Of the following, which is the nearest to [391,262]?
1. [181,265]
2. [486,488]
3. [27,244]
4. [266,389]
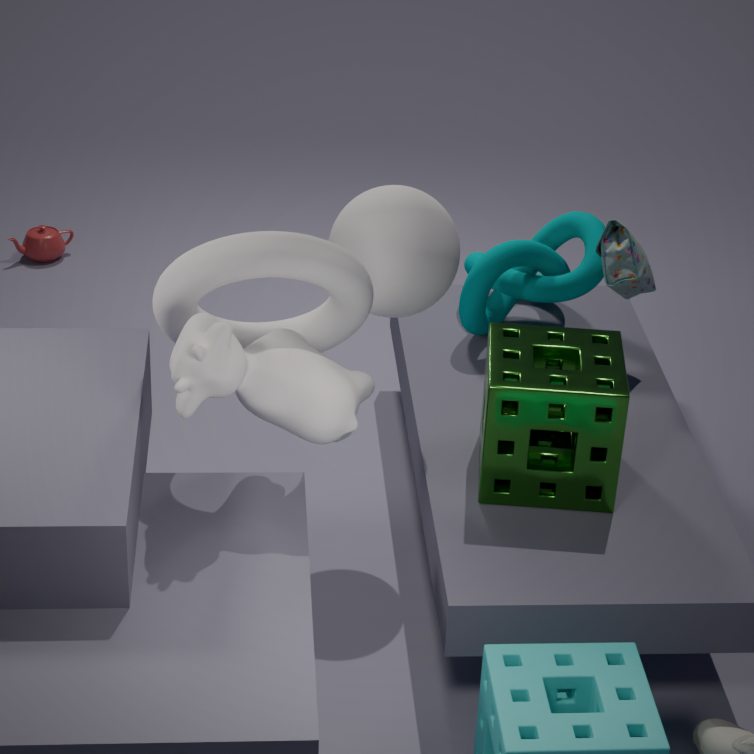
[181,265]
